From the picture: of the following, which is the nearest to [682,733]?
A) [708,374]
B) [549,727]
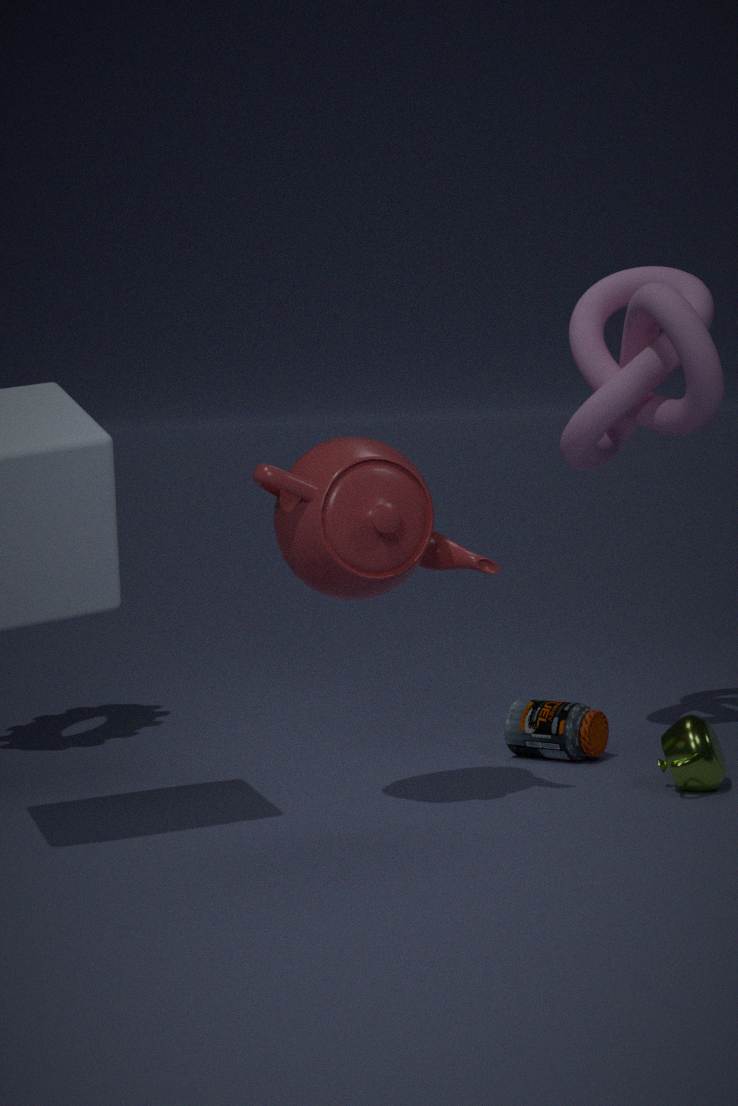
[549,727]
